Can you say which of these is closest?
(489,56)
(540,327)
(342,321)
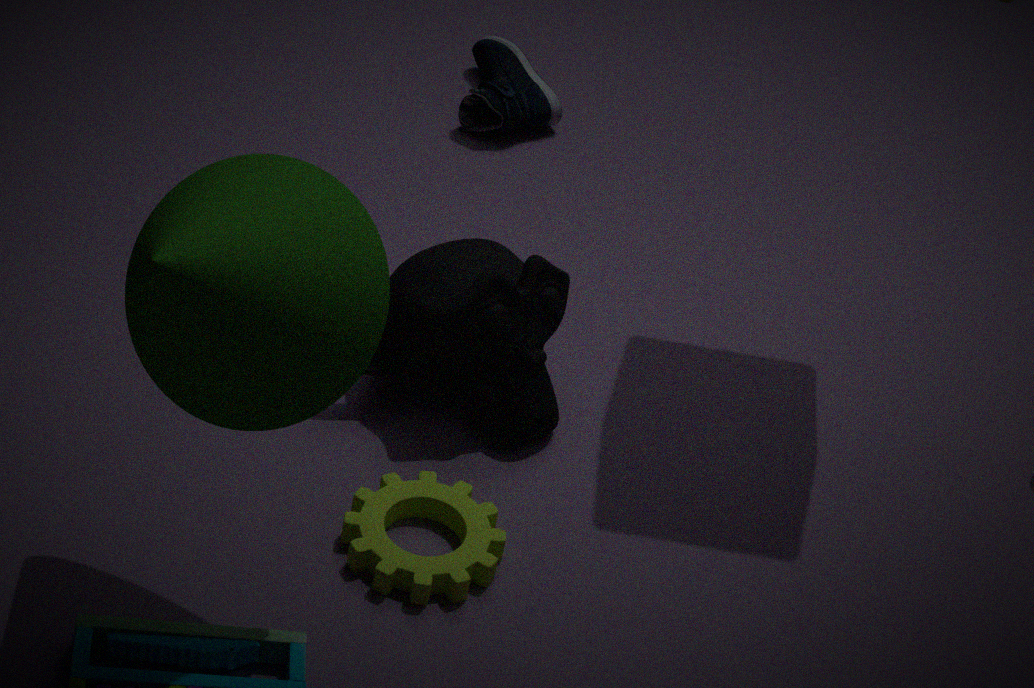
(342,321)
